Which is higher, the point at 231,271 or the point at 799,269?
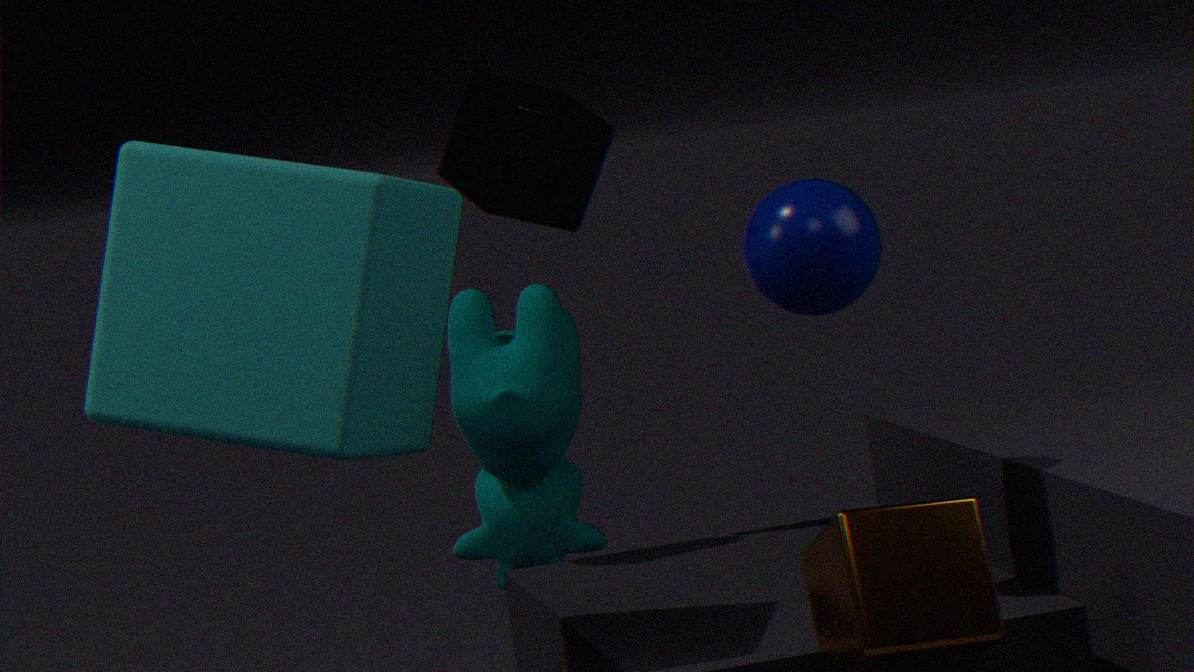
Result: the point at 231,271
